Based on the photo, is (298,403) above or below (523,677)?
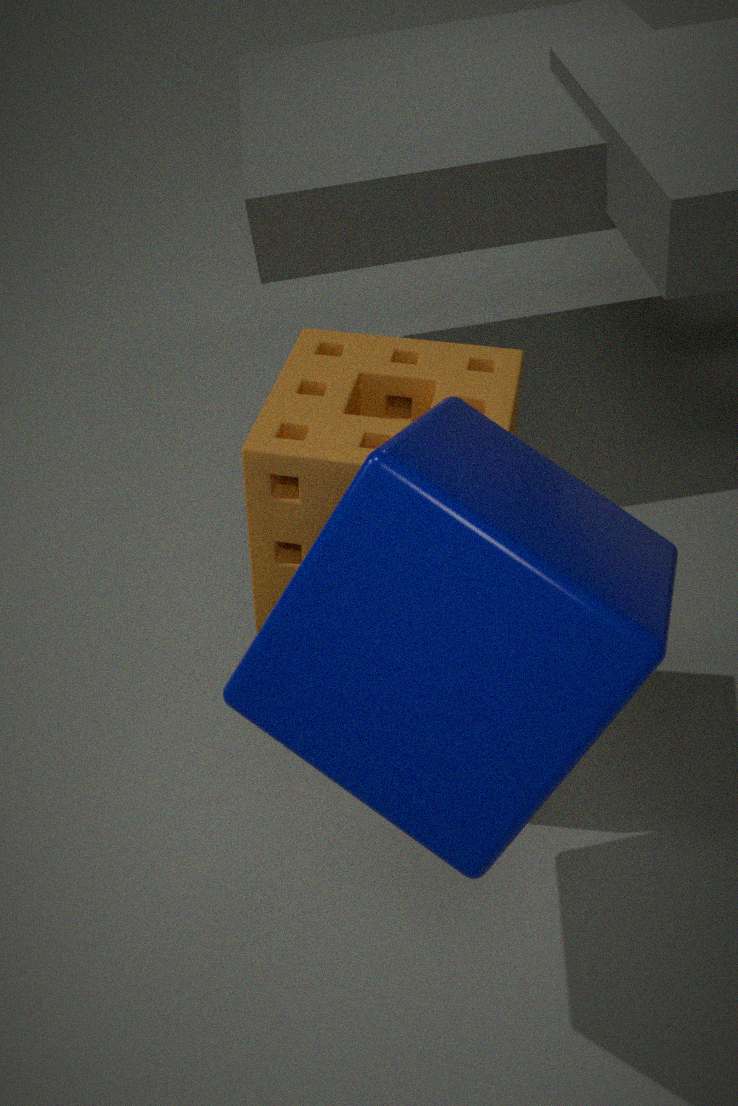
below
